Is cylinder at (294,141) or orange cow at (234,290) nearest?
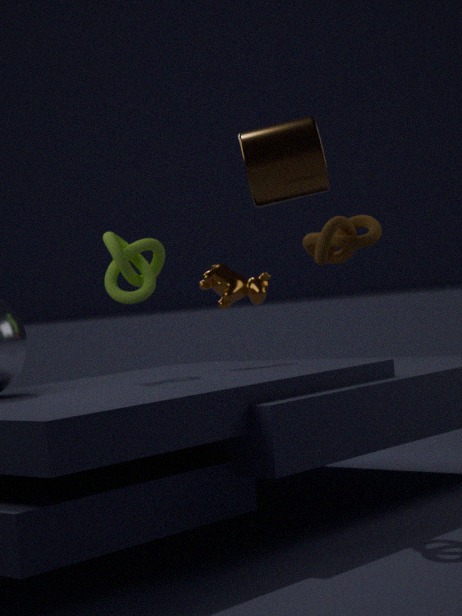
cylinder at (294,141)
